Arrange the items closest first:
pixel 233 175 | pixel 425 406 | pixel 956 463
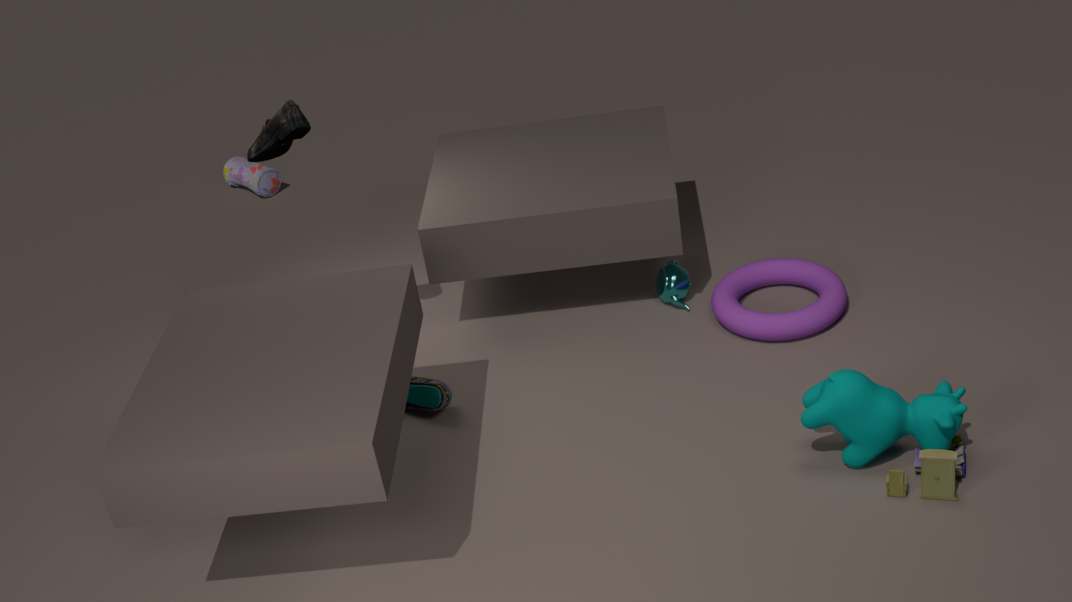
pixel 956 463, pixel 425 406, pixel 233 175
